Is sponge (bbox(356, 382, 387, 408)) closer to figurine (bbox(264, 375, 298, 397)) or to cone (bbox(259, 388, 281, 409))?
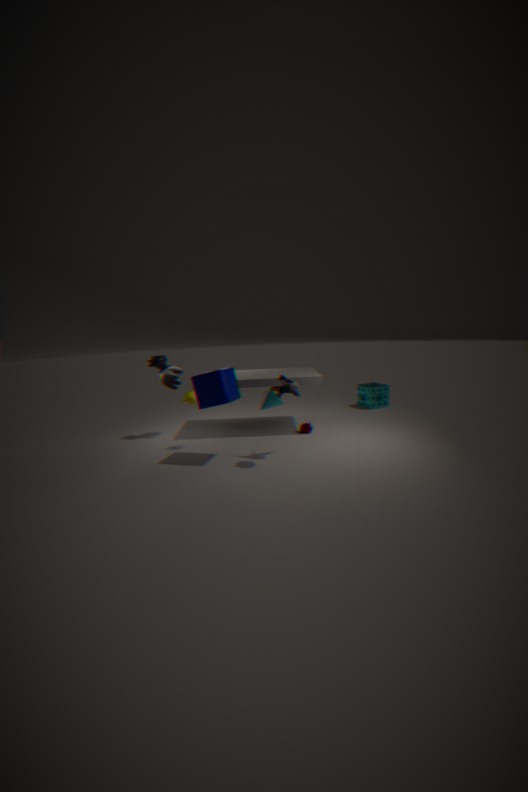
figurine (bbox(264, 375, 298, 397))
